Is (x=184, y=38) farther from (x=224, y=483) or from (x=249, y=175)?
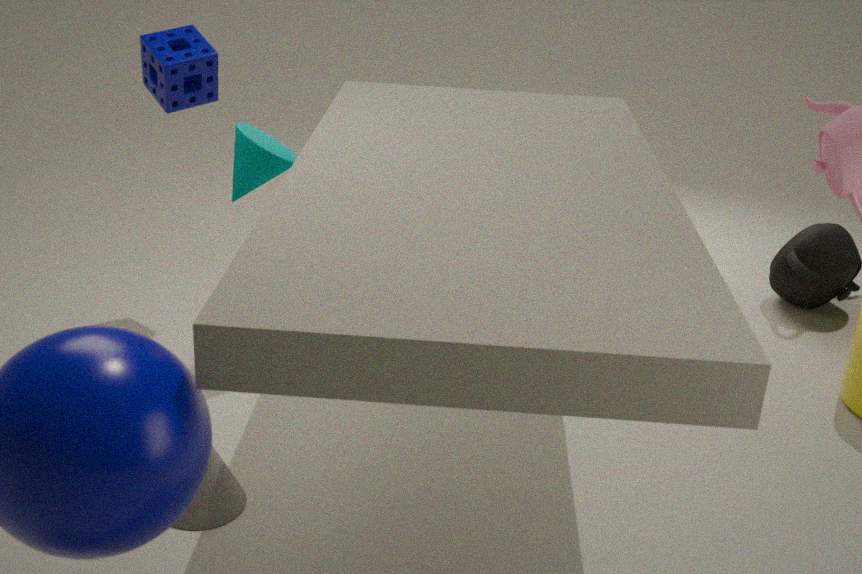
(x=224, y=483)
